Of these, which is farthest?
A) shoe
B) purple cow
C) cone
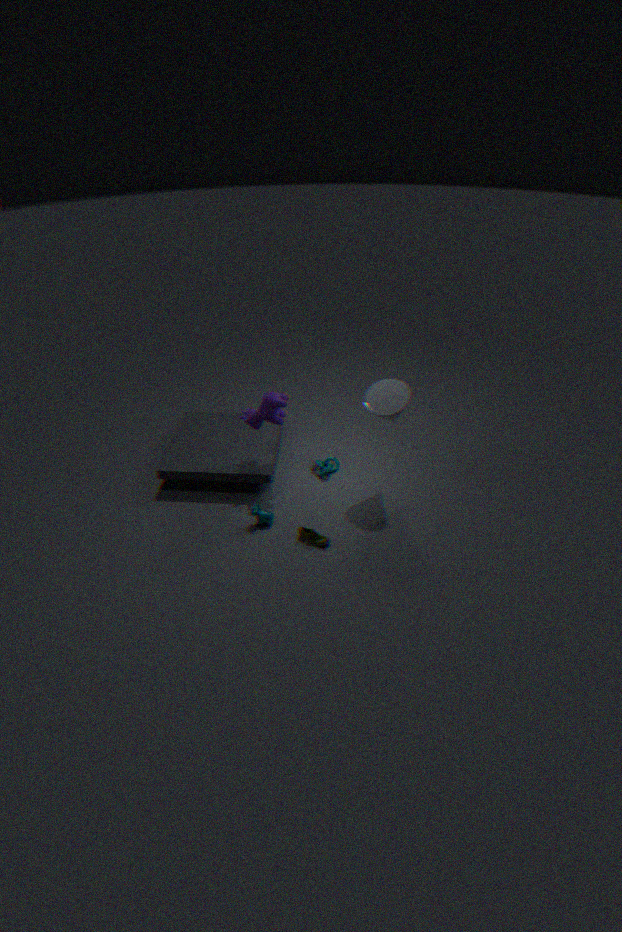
purple cow
